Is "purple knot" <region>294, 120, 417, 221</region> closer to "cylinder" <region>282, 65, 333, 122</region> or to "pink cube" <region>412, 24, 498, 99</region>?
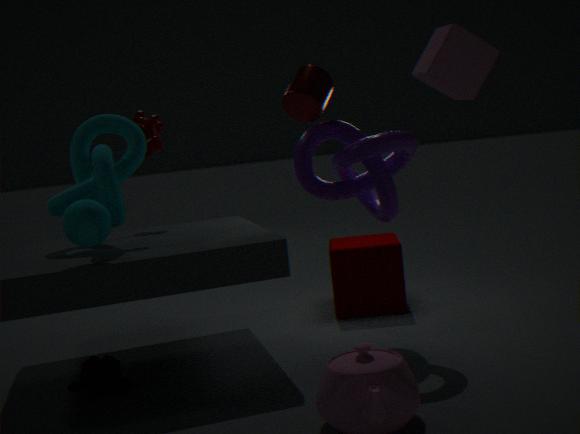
"cylinder" <region>282, 65, 333, 122</region>
